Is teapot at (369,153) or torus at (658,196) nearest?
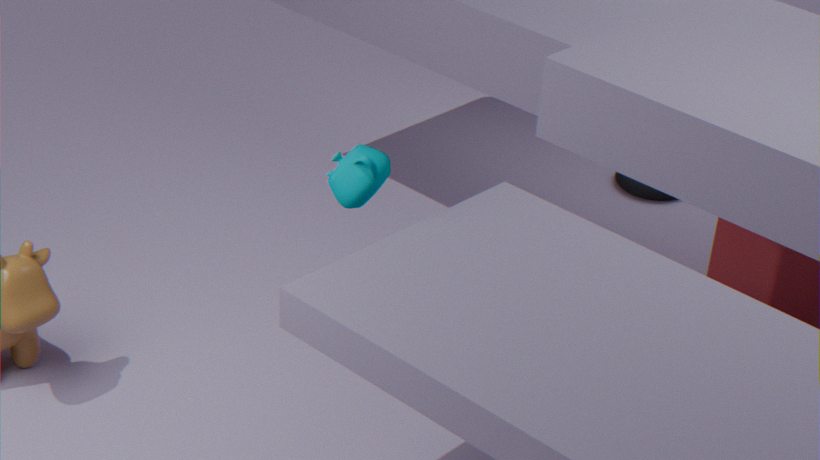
teapot at (369,153)
